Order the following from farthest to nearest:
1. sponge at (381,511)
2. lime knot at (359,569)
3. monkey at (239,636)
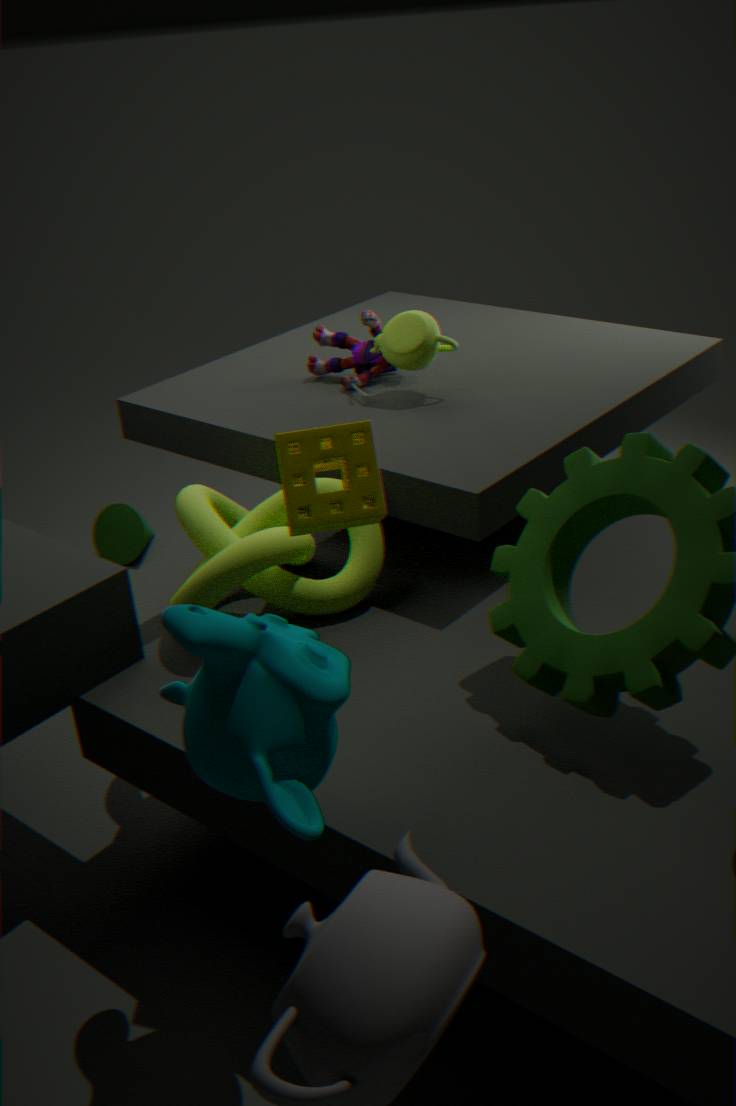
lime knot at (359,569)
sponge at (381,511)
monkey at (239,636)
